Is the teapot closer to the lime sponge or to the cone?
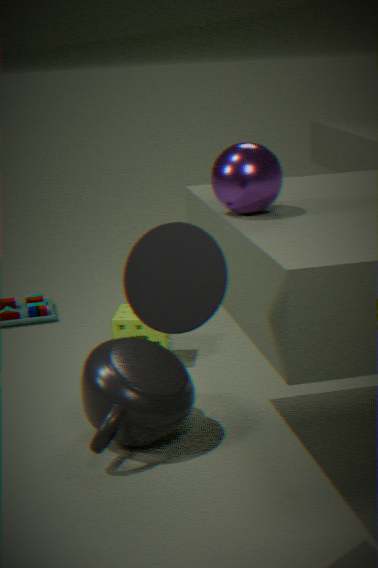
the lime sponge
